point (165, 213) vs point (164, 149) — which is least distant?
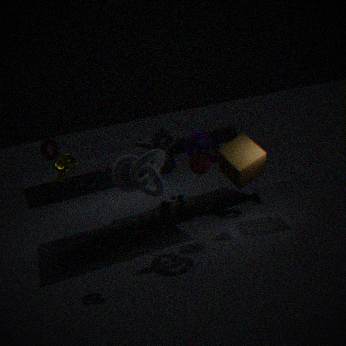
point (164, 149)
